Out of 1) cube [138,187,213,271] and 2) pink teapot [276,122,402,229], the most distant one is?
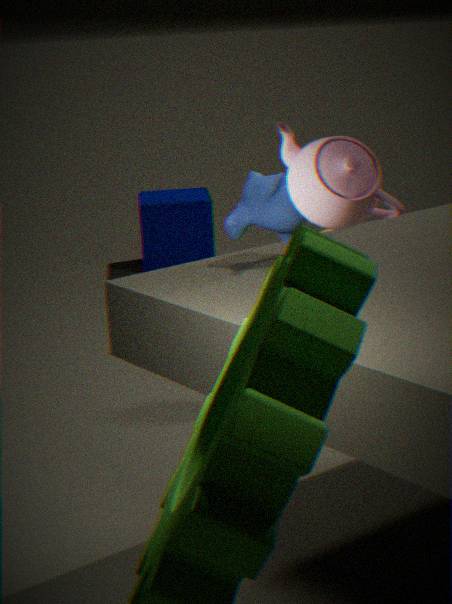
1. cube [138,187,213,271]
